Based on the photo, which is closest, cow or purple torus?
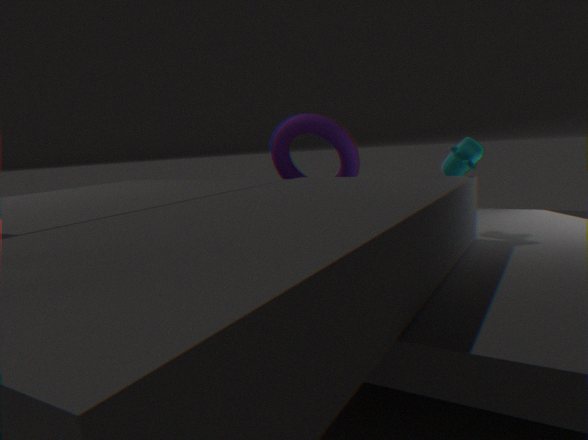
cow
